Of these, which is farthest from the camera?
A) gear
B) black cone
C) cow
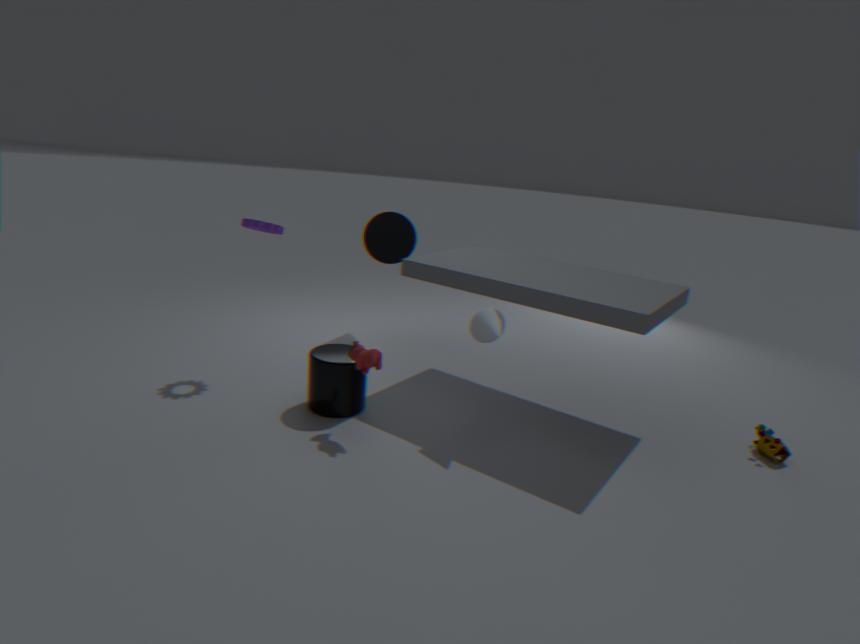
black cone
